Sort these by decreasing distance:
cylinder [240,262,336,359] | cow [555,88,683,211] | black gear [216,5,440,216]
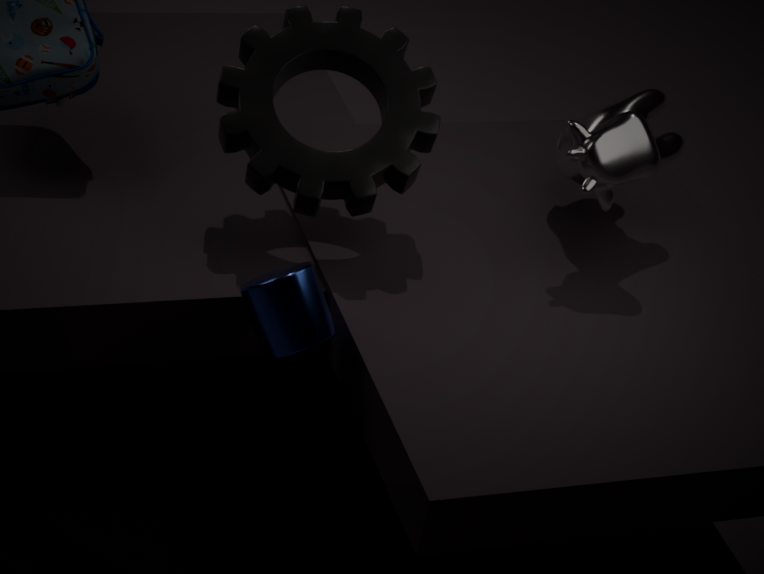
cow [555,88,683,211]
black gear [216,5,440,216]
cylinder [240,262,336,359]
